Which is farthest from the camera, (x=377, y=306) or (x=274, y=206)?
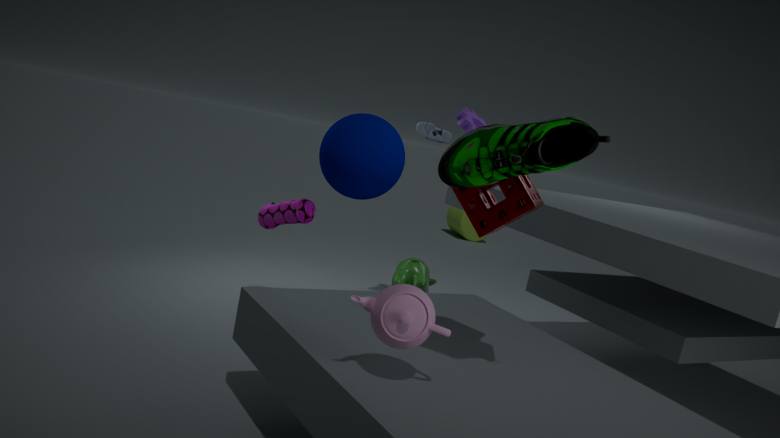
(x=274, y=206)
